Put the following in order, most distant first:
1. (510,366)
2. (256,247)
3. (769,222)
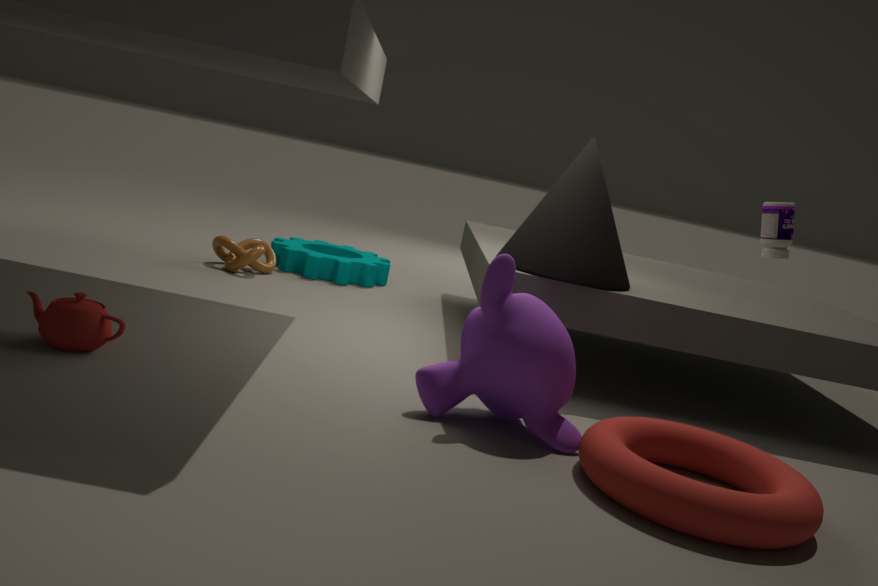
(256,247), (769,222), (510,366)
